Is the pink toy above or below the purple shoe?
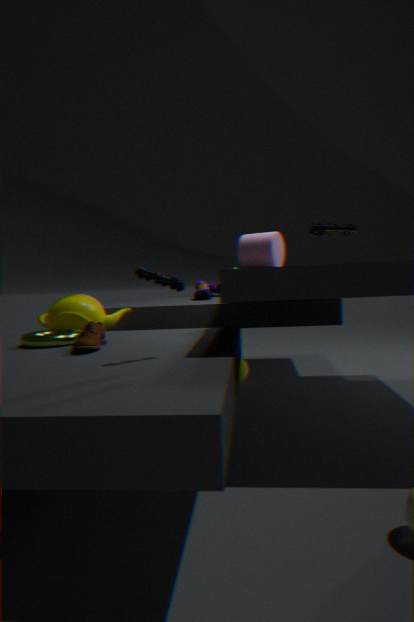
above
